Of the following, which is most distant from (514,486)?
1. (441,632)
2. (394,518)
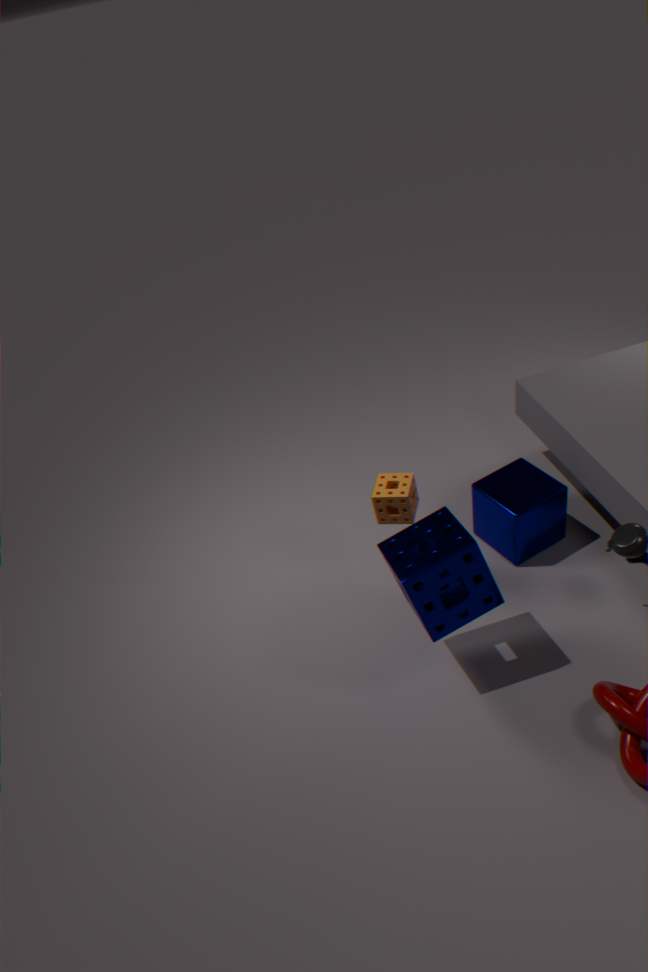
(441,632)
